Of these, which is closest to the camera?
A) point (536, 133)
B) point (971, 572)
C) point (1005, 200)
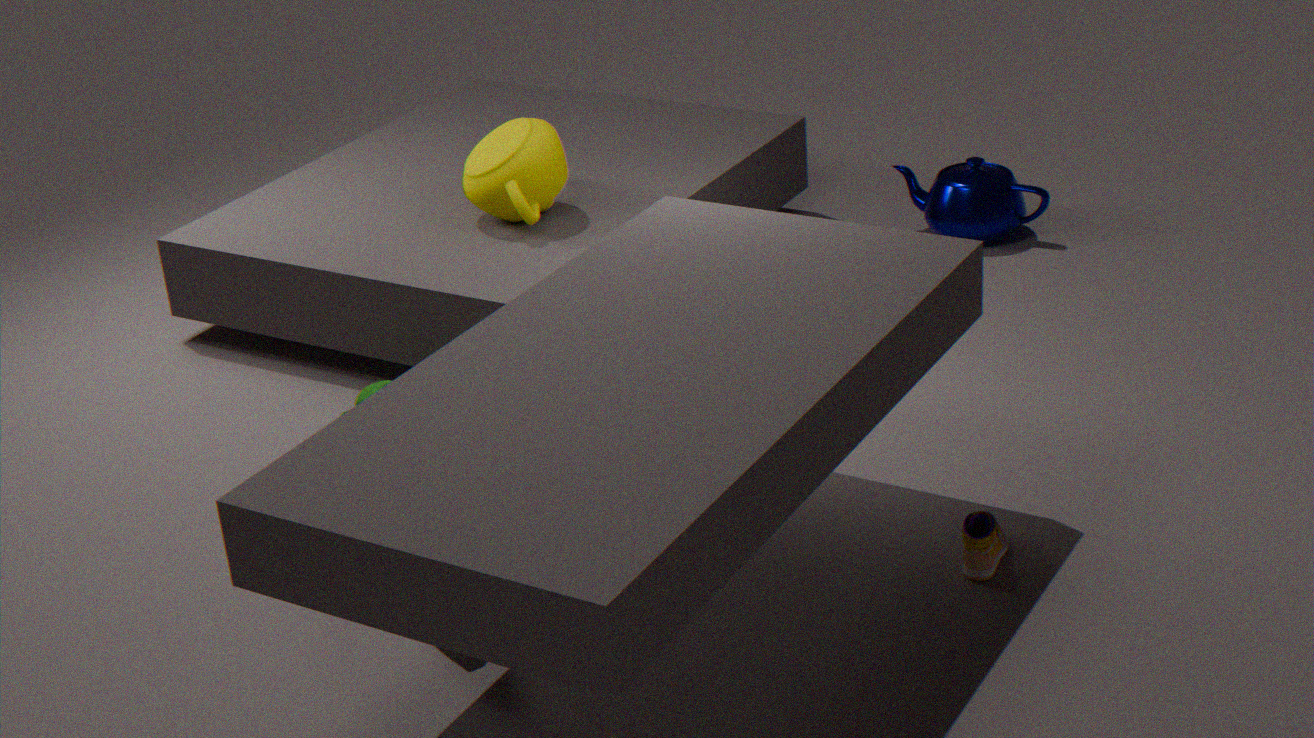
point (971, 572)
